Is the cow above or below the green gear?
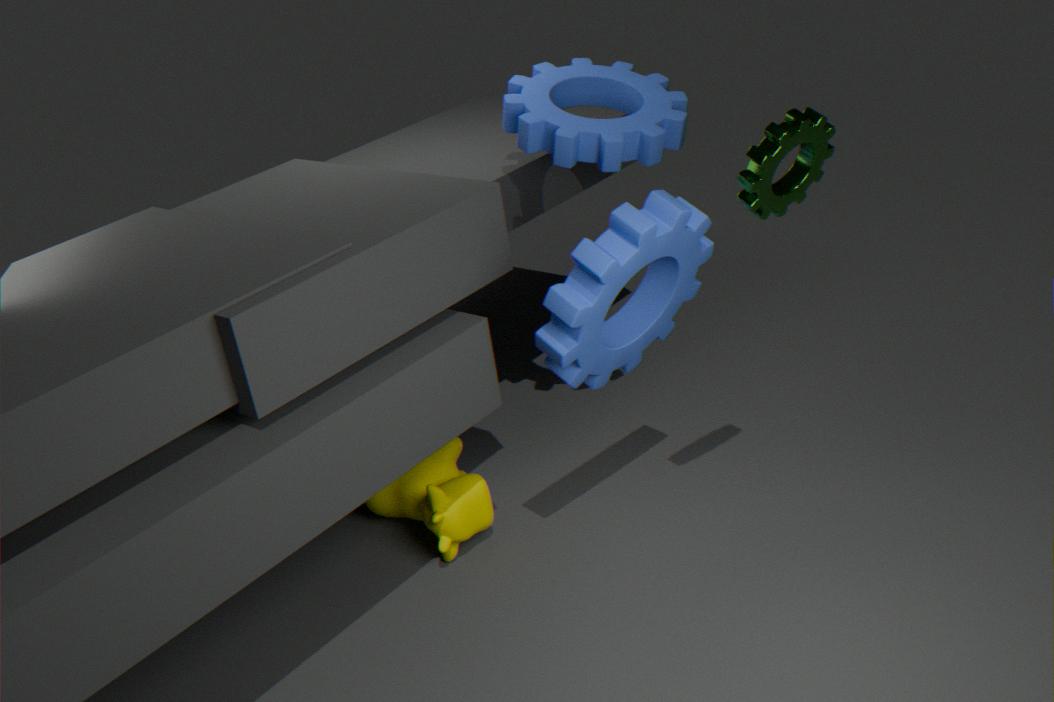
below
